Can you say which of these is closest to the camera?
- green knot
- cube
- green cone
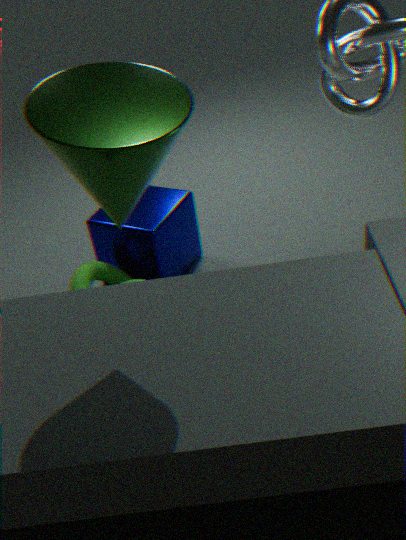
green cone
